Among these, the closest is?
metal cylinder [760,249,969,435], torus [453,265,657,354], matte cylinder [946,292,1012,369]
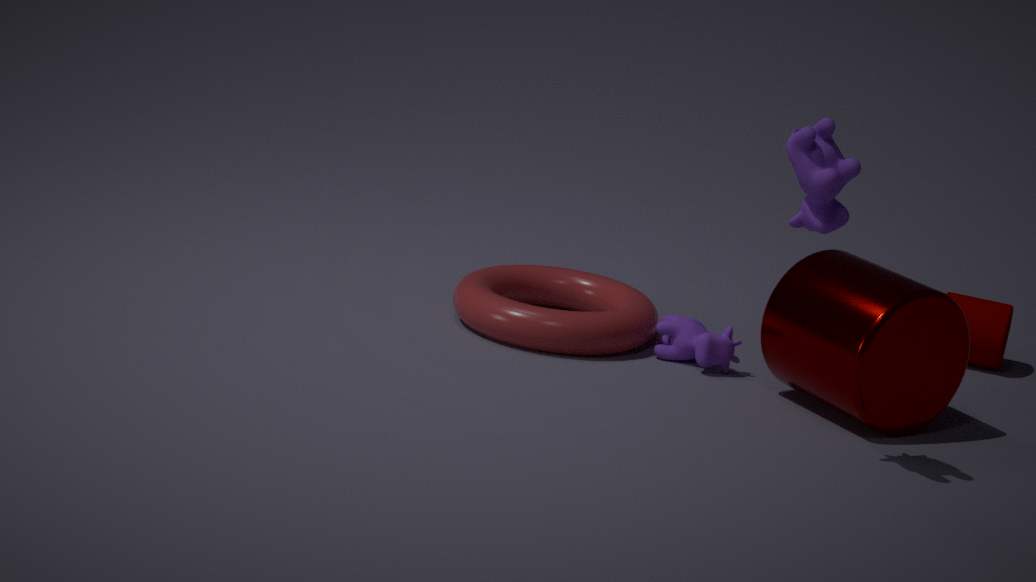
metal cylinder [760,249,969,435]
